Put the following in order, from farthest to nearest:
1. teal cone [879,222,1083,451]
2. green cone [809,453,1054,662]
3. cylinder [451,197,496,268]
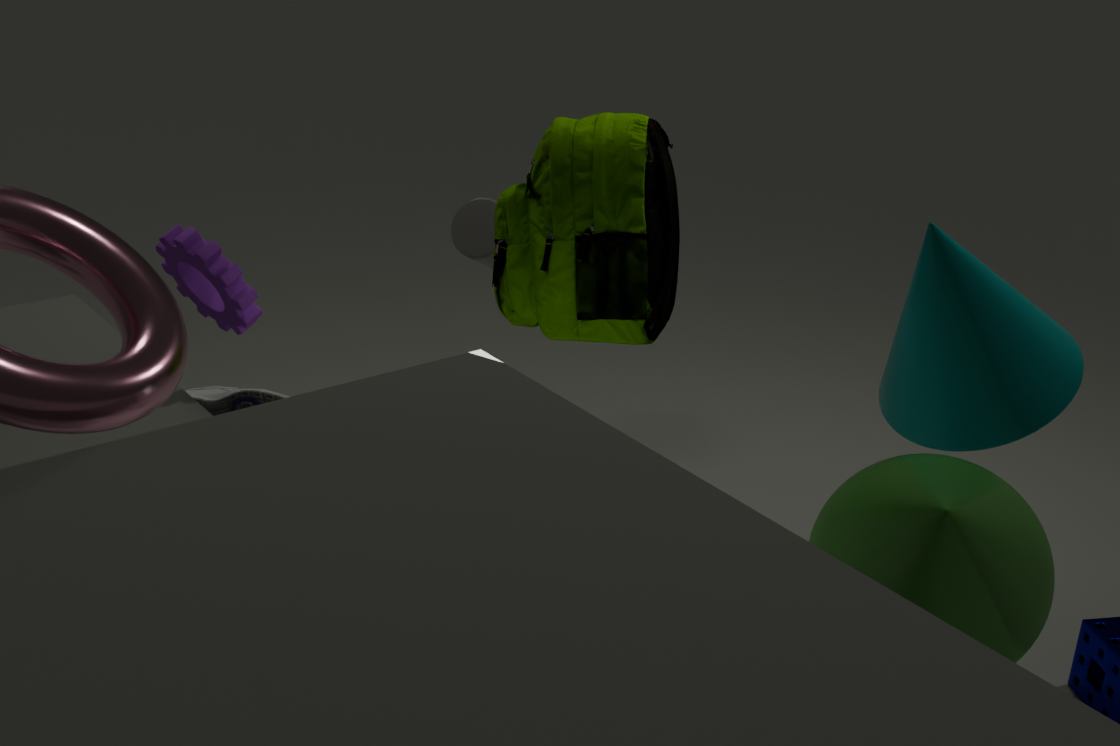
1. cylinder [451,197,496,268]
2. teal cone [879,222,1083,451]
3. green cone [809,453,1054,662]
